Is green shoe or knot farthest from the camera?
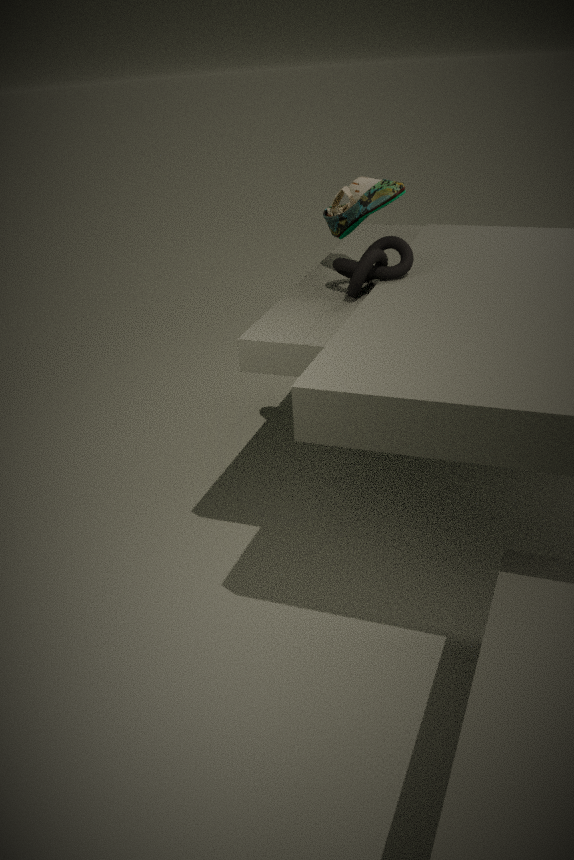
green shoe
